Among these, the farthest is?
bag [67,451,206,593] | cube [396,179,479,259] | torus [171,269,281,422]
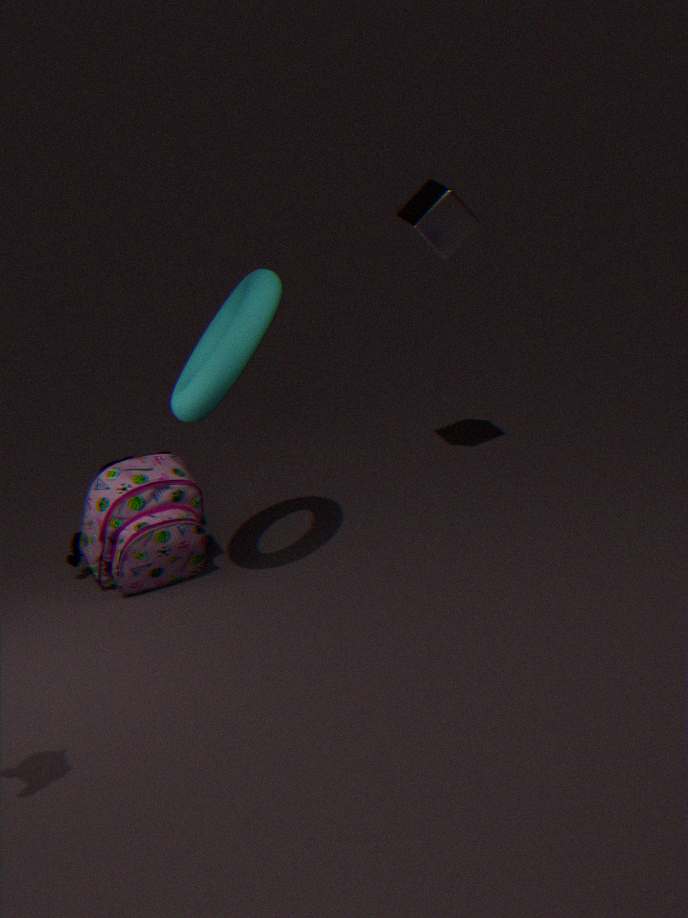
cube [396,179,479,259]
